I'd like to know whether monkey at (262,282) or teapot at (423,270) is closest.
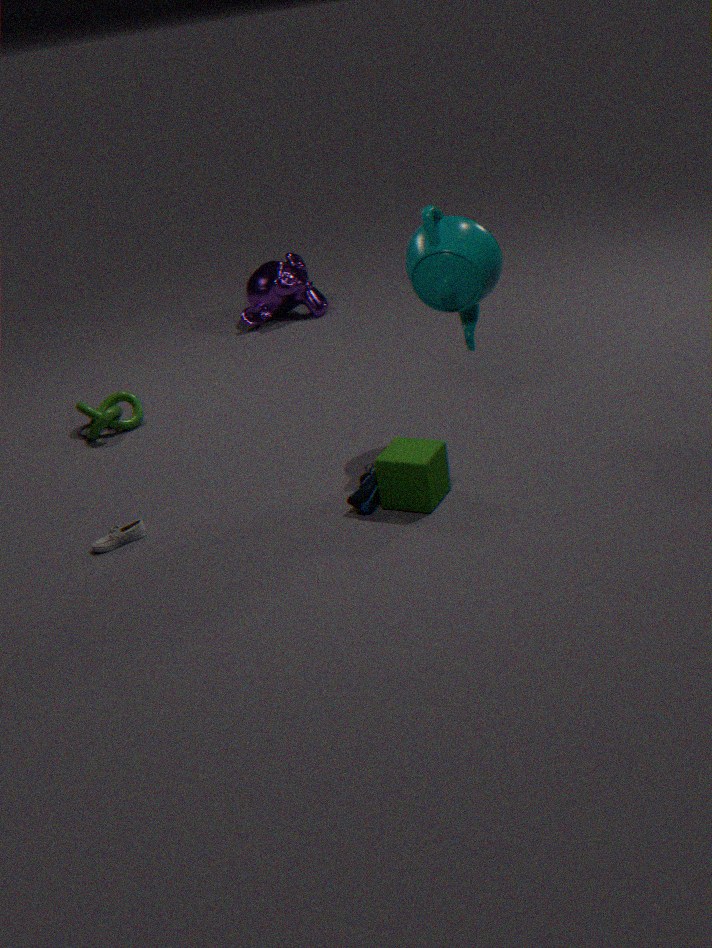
teapot at (423,270)
